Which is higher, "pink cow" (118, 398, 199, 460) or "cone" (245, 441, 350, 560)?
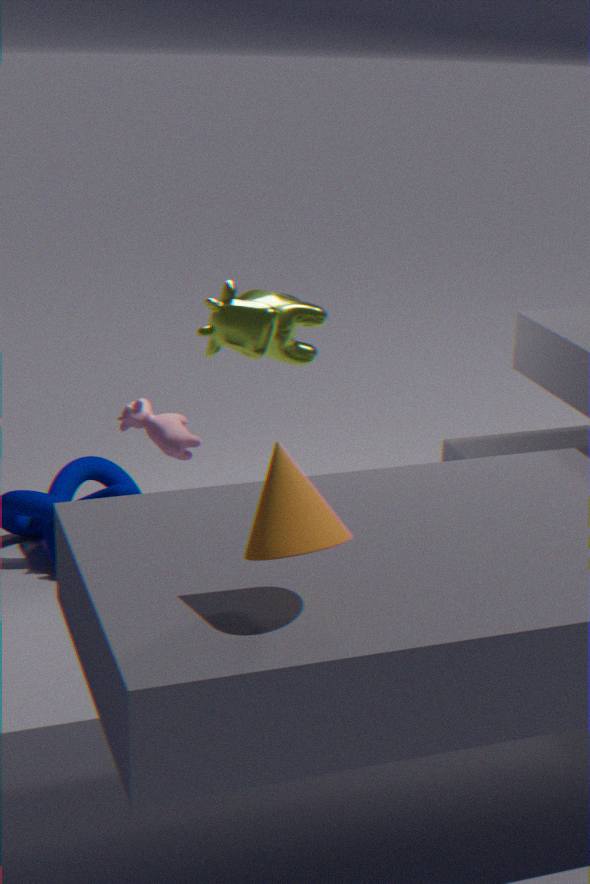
"cone" (245, 441, 350, 560)
